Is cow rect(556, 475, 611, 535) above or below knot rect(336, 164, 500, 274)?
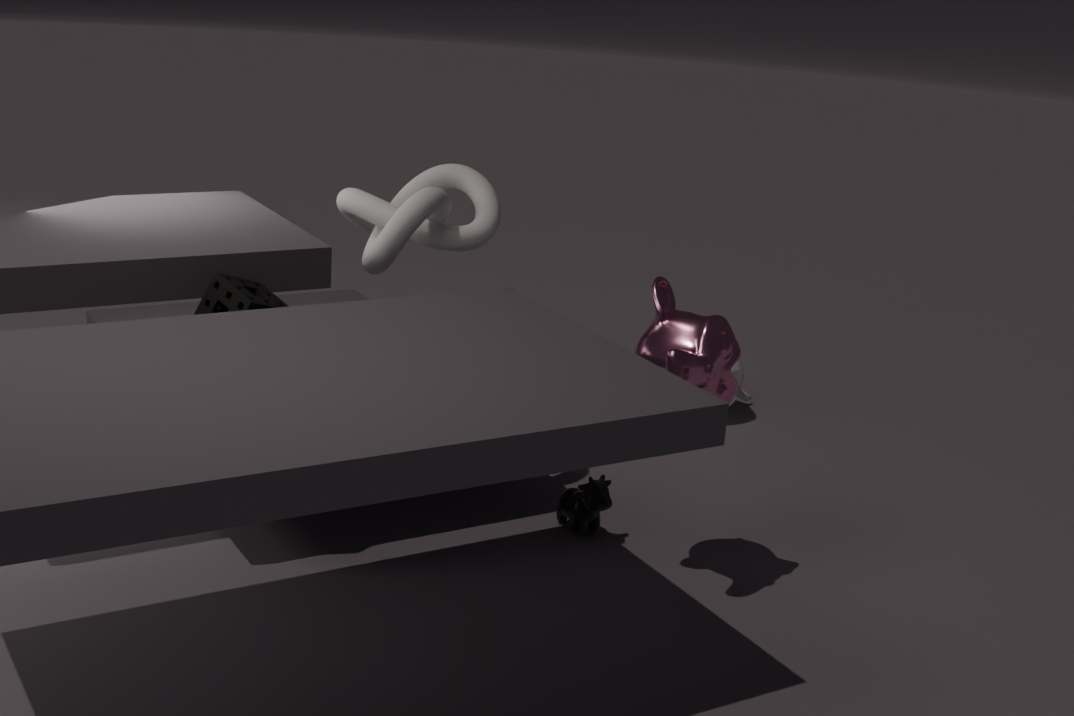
below
